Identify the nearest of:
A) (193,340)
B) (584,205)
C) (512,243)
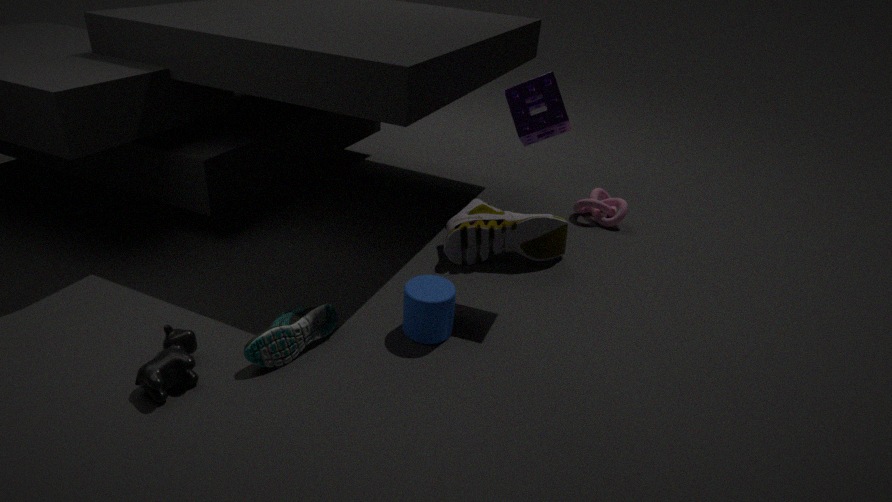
(193,340)
